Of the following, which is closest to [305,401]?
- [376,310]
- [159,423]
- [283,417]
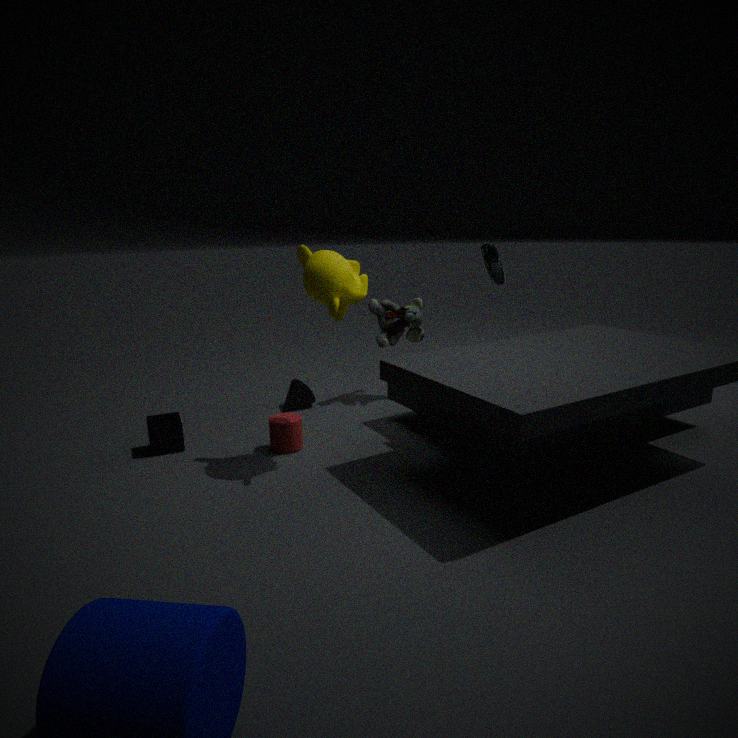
[283,417]
